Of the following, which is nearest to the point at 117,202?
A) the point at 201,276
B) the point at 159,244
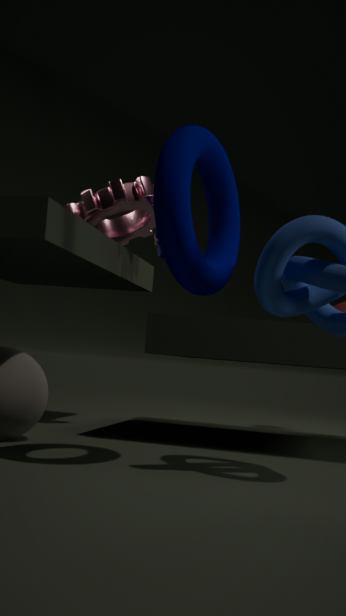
the point at 159,244
